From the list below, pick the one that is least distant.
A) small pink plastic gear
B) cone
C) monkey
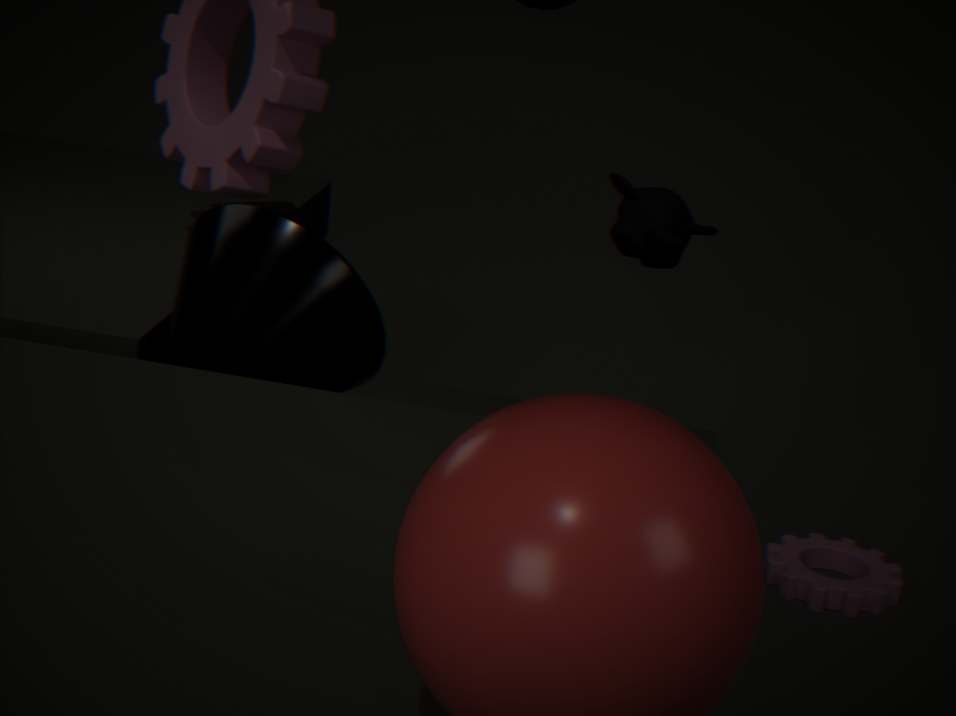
cone
